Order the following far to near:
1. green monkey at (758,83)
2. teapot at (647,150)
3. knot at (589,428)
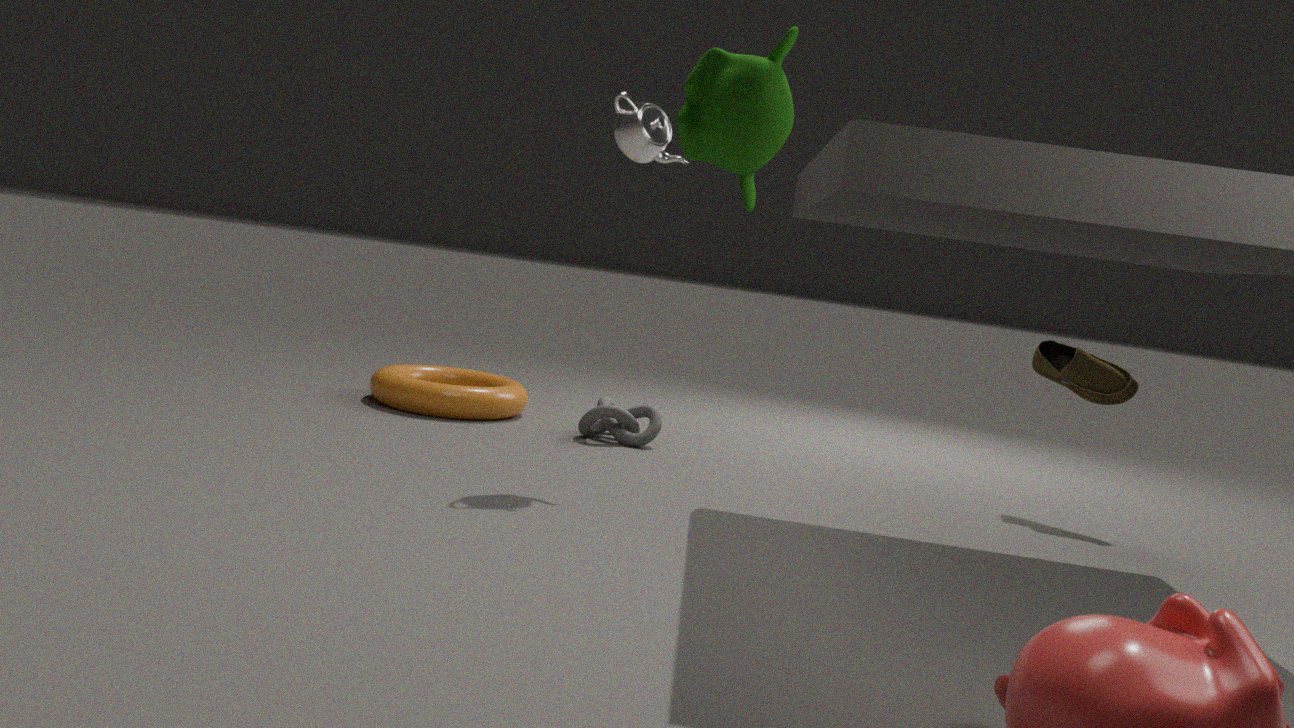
knot at (589,428) → teapot at (647,150) → green monkey at (758,83)
